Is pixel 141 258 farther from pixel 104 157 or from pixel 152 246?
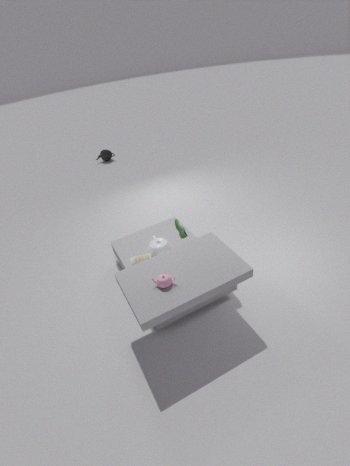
pixel 104 157
